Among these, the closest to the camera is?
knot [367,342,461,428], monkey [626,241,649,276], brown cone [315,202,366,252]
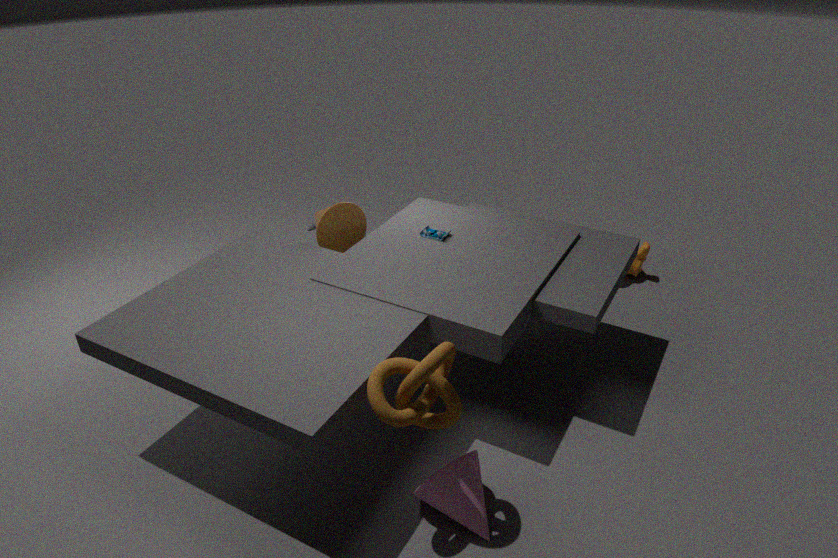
knot [367,342,461,428]
